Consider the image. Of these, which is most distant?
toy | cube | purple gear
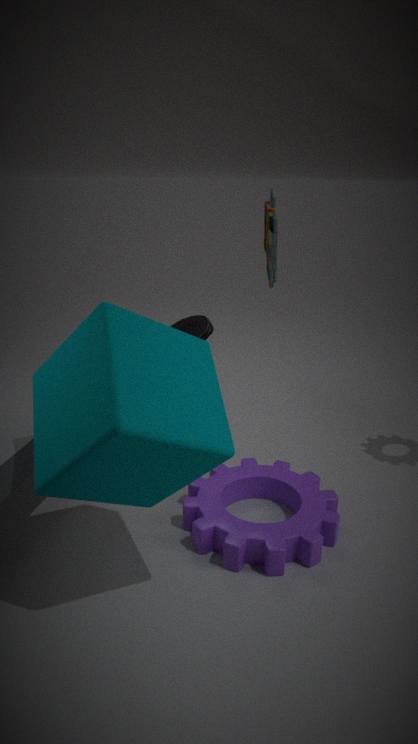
toy
